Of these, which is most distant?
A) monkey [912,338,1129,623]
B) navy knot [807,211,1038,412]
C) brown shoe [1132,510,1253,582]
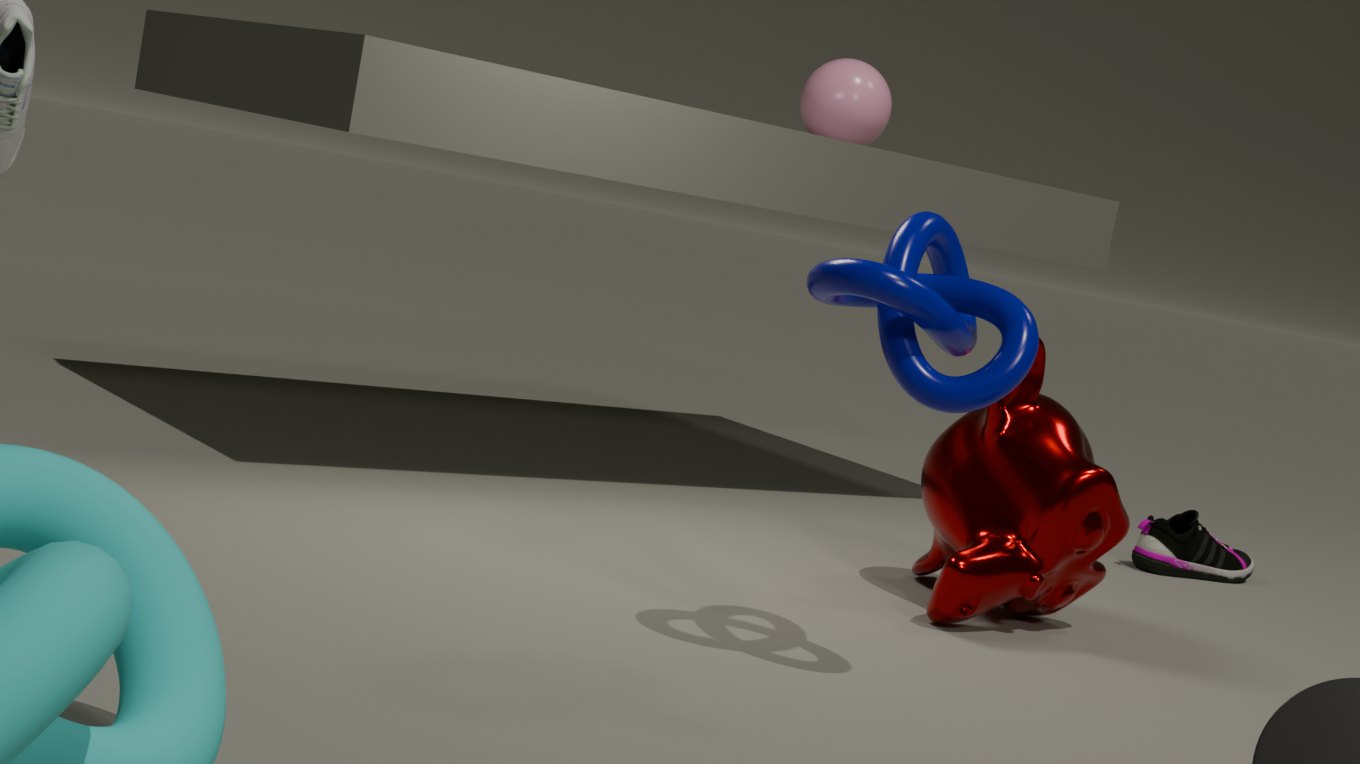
brown shoe [1132,510,1253,582]
